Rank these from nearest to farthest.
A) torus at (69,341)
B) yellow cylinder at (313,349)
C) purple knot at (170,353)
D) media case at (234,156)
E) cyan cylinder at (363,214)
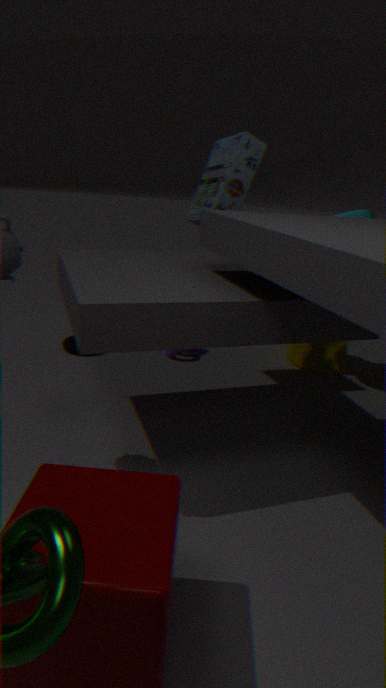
media case at (234,156) → cyan cylinder at (363,214) → torus at (69,341) → yellow cylinder at (313,349) → purple knot at (170,353)
